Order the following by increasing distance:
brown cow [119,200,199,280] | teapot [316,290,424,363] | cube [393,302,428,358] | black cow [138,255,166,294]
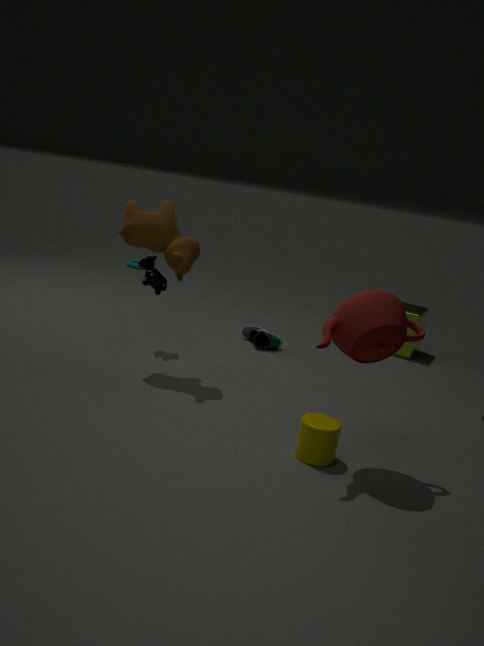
1. teapot [316,290,424,363]
2. brown cow [119,200,199,280]
3. black cow [138,255,166,294]
4. cube [393,302,428,358]
